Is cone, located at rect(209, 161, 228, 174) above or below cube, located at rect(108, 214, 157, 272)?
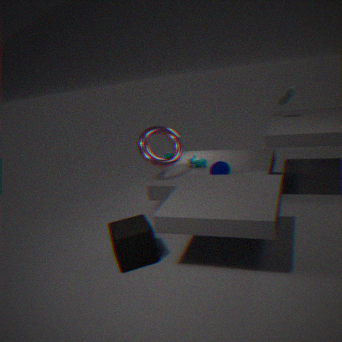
above
